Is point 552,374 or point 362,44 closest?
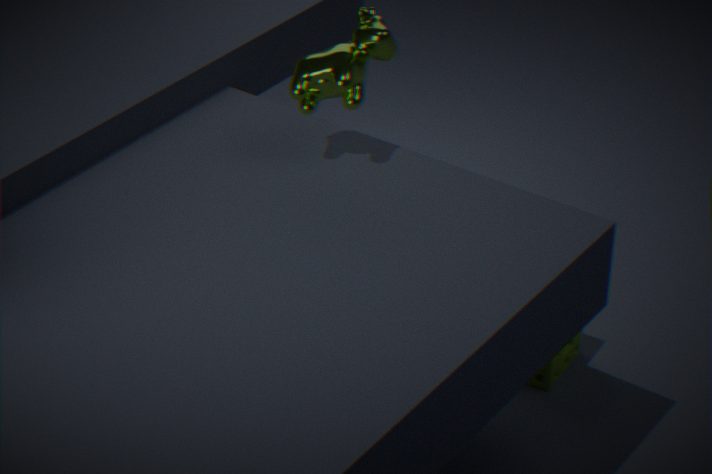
point 362,44
